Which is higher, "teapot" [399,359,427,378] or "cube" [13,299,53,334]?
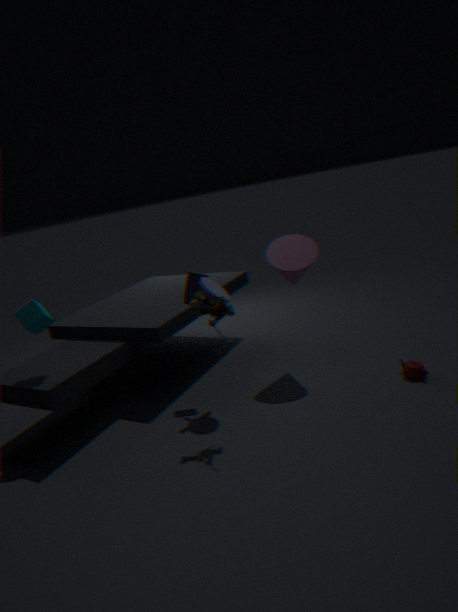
"cube" [13,299,53,334]
